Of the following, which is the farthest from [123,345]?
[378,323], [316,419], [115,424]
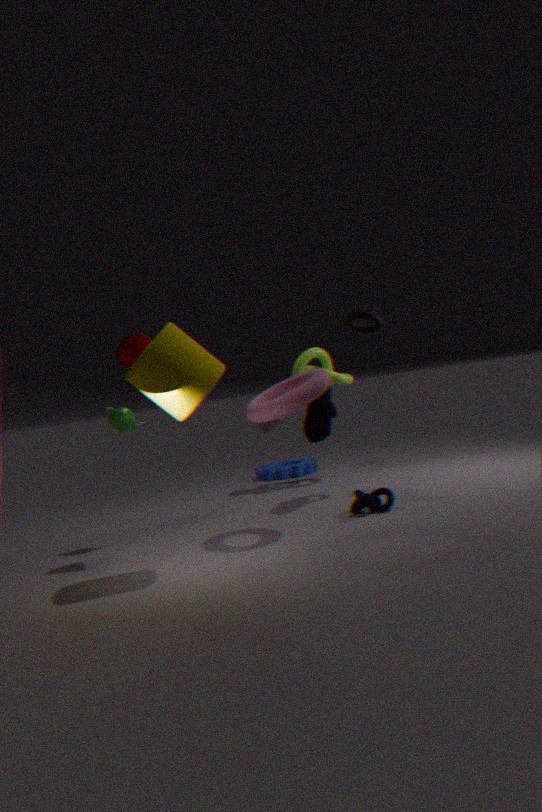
[378,323]
